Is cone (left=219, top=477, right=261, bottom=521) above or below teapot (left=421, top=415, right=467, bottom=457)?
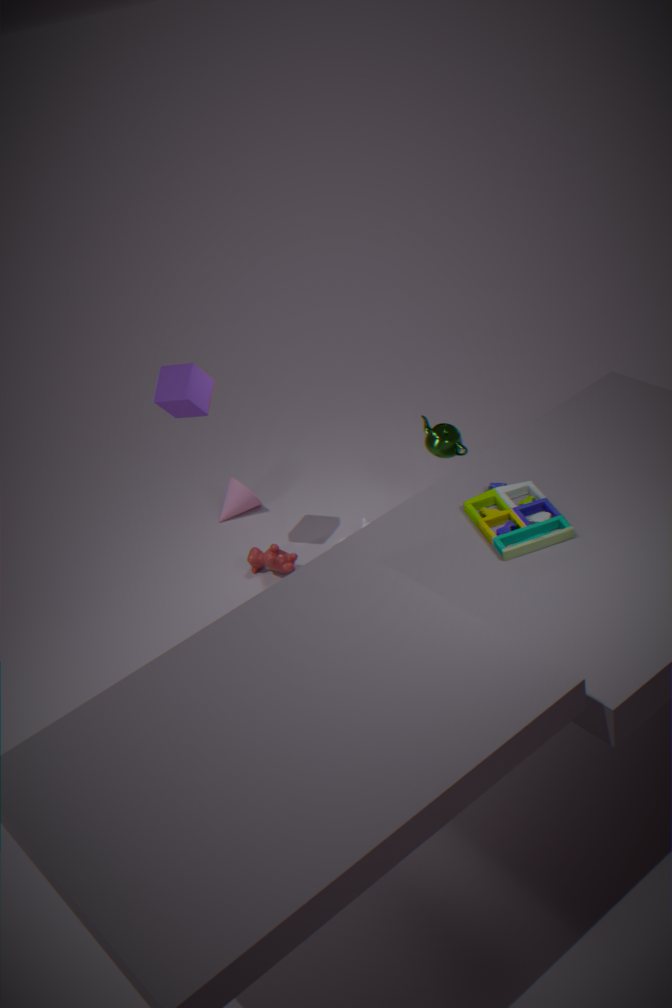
below
